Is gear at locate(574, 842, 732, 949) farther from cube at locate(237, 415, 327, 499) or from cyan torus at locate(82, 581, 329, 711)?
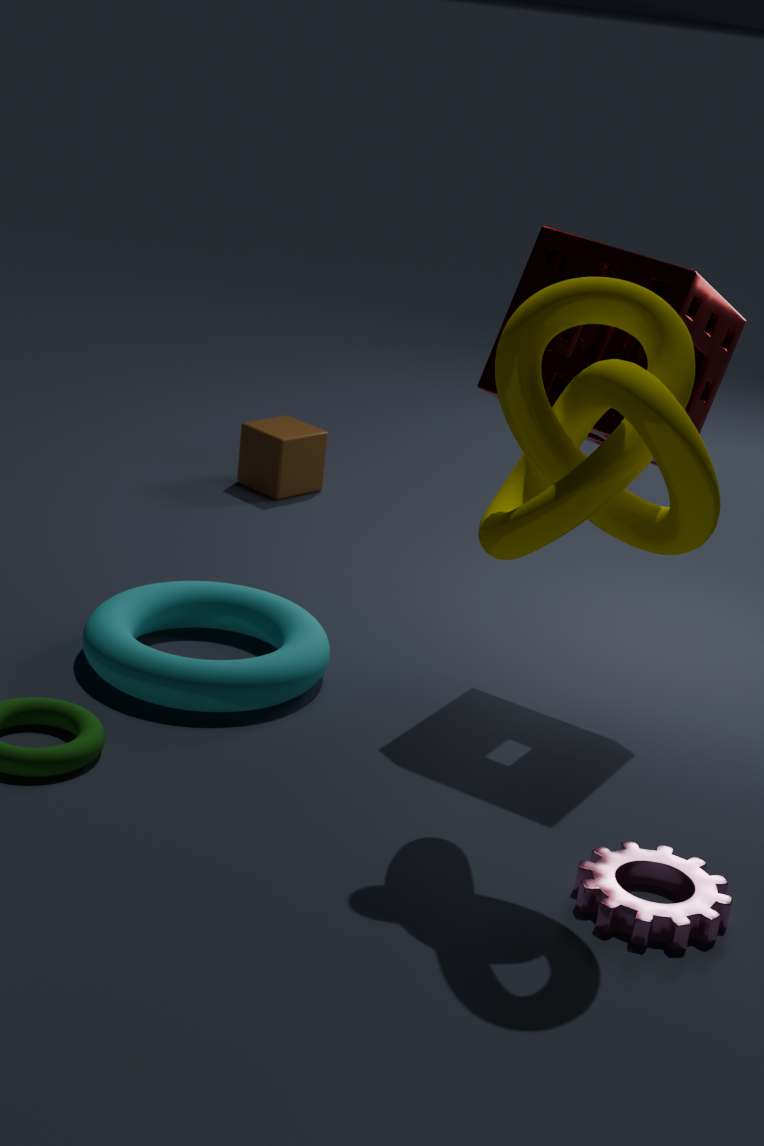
cube at locate(237, 415, 327, 499)
